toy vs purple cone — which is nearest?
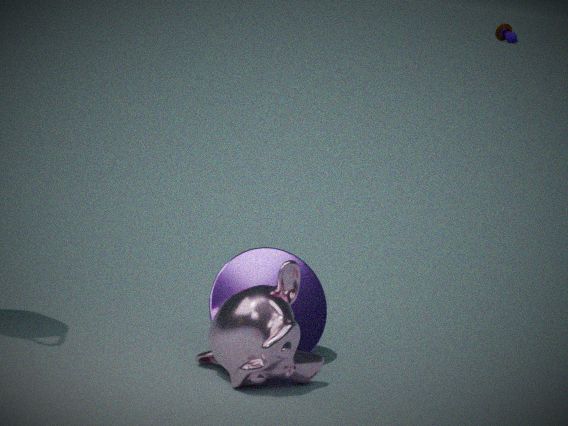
purple cone
